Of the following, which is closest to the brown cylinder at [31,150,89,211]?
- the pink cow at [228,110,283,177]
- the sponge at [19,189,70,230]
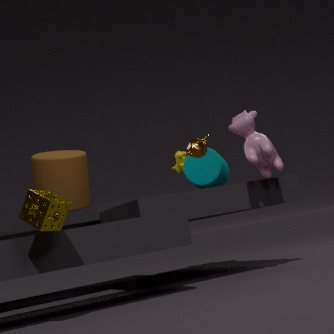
the sponge at [19,189,70,230]
